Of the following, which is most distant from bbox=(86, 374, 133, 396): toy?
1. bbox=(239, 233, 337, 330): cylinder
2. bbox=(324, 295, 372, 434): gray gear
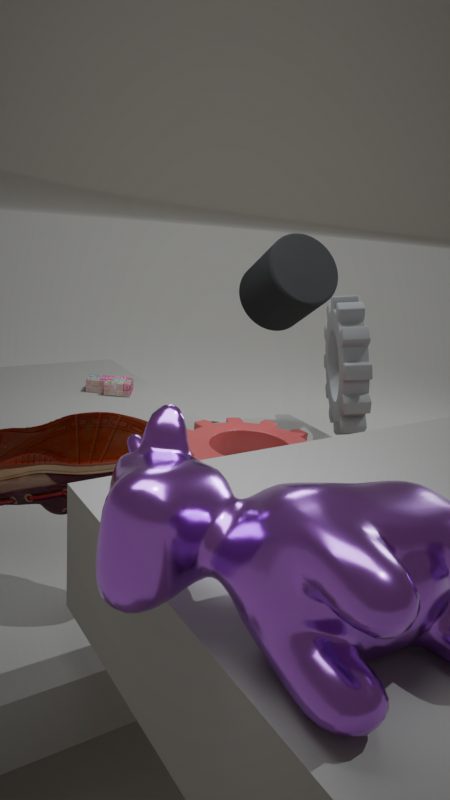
bbox=(324, 295, 372, 434): gray gear
